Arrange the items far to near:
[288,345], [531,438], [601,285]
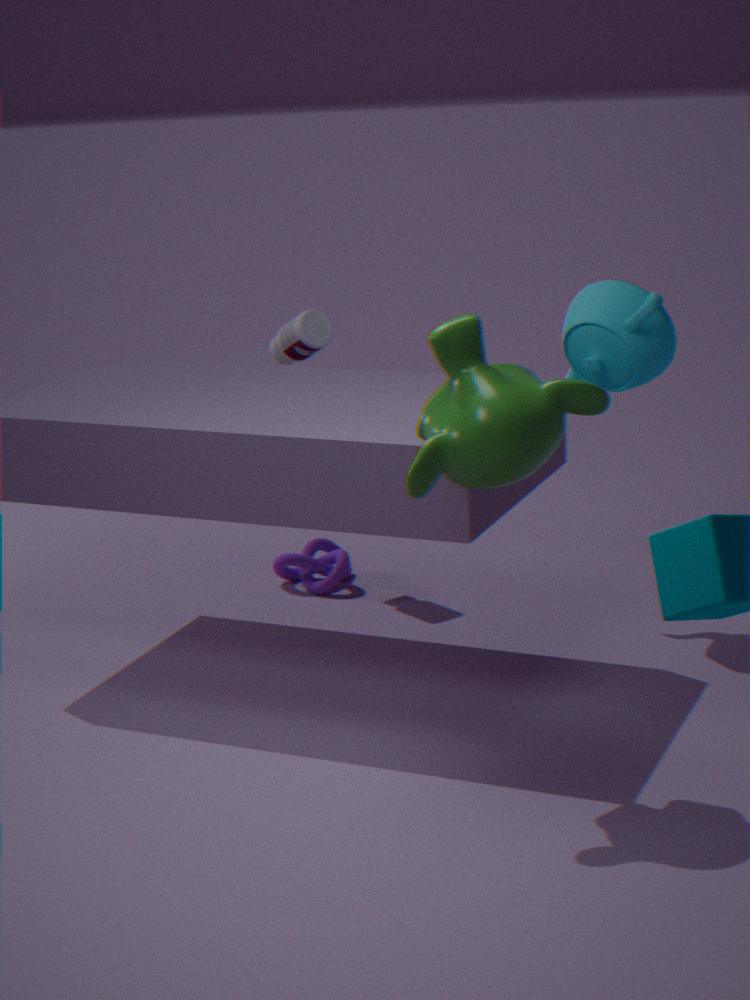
[288,345] < [601,285] < [531,438]
